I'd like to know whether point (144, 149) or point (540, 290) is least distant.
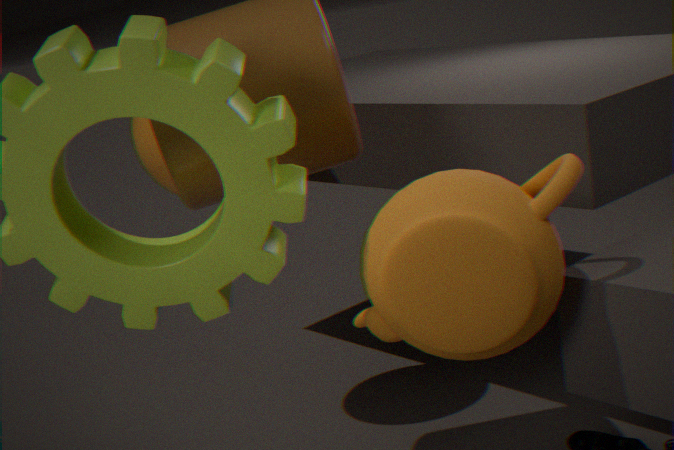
point (540, 290)
